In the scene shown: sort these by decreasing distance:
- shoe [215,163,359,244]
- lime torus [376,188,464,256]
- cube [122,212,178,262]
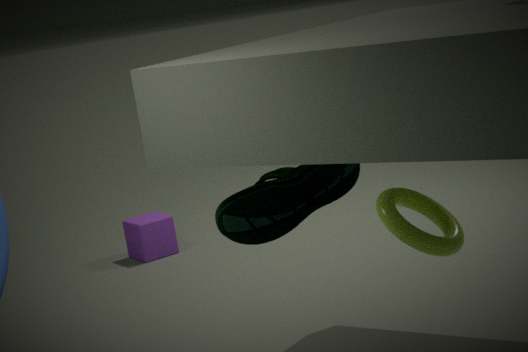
cube [122,212,178,262]
lime torus [376,188,464,256]
shoe [215,163,359,244]
